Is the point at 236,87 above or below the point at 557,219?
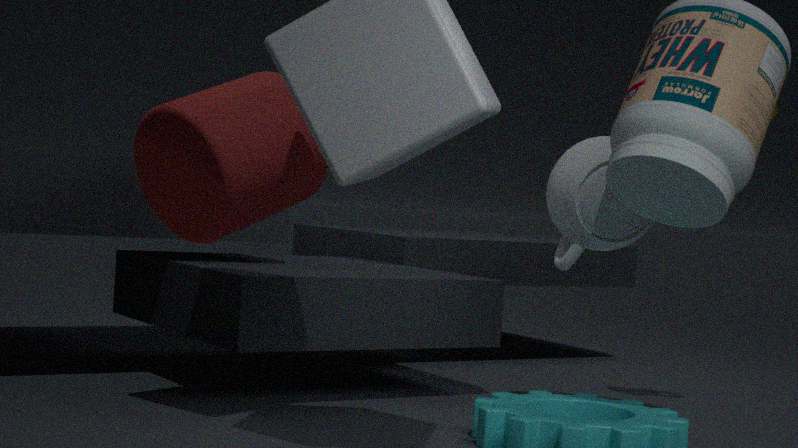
above
